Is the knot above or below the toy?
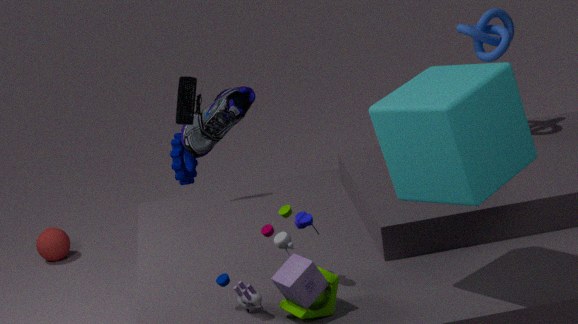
above
